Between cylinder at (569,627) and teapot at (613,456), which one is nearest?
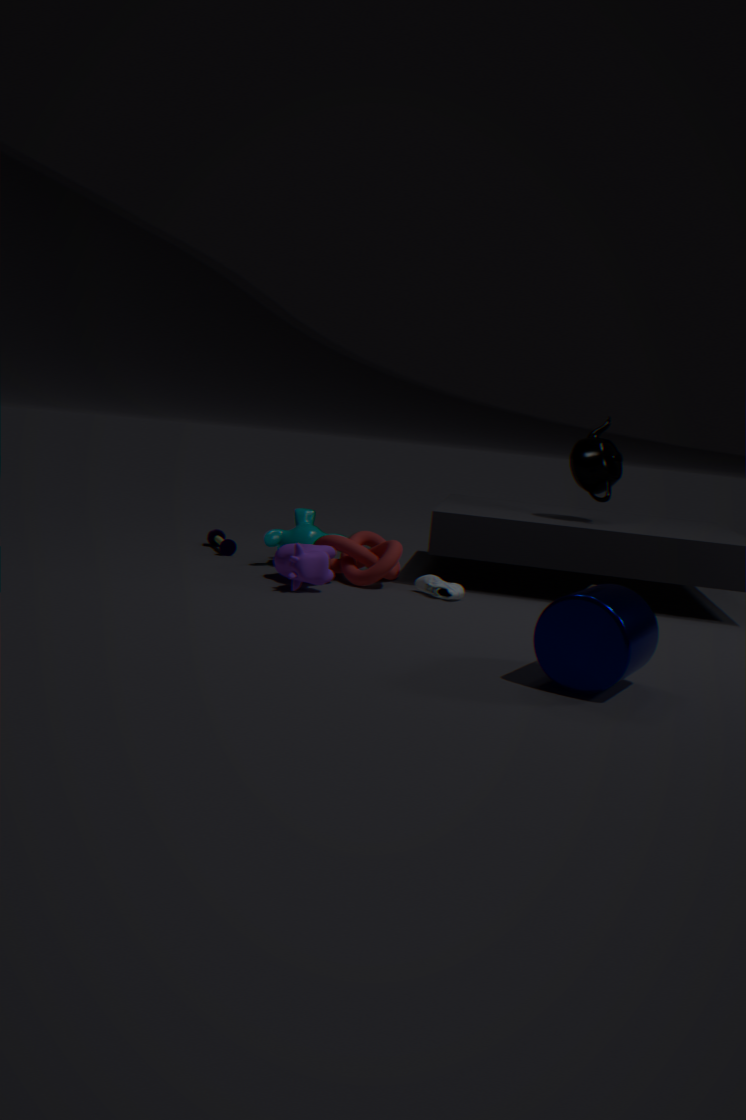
cylinder at (569,627)
